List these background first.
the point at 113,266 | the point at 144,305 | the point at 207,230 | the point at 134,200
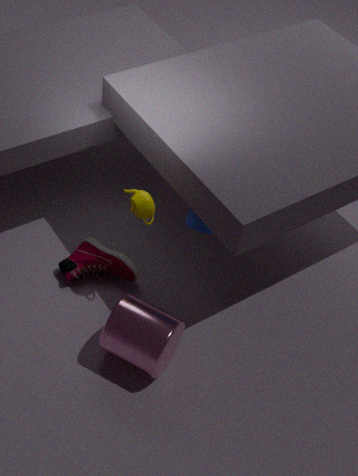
the point at 113,266
the point at 207,230
the point at 134,200
the point at 144,305
